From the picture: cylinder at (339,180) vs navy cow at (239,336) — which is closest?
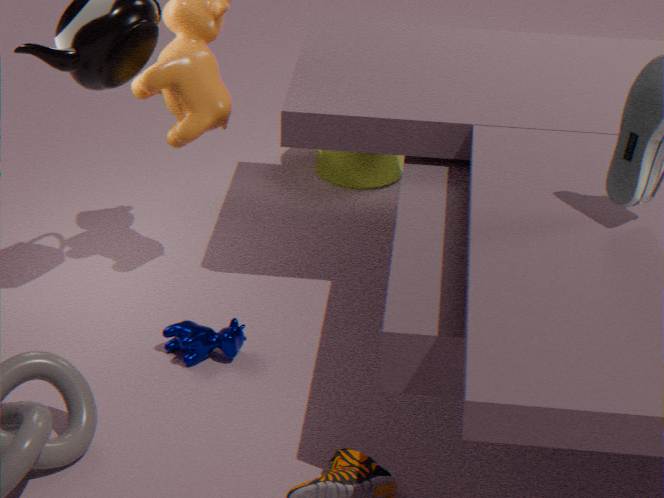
navy cow at (239,336)
